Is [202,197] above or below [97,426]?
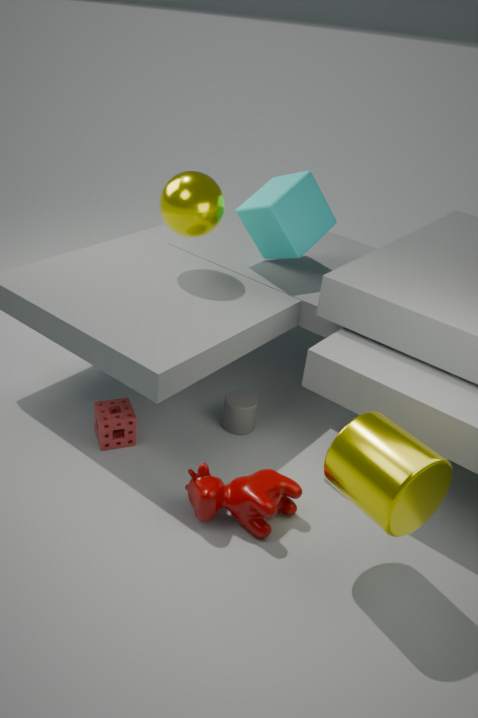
above
